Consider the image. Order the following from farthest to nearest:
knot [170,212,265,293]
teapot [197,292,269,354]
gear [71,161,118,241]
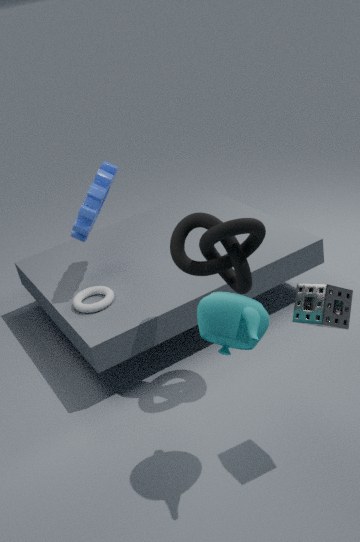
gear [71,161,118,241], knot [170,212,265,293], teapot [197,292,269,354]
